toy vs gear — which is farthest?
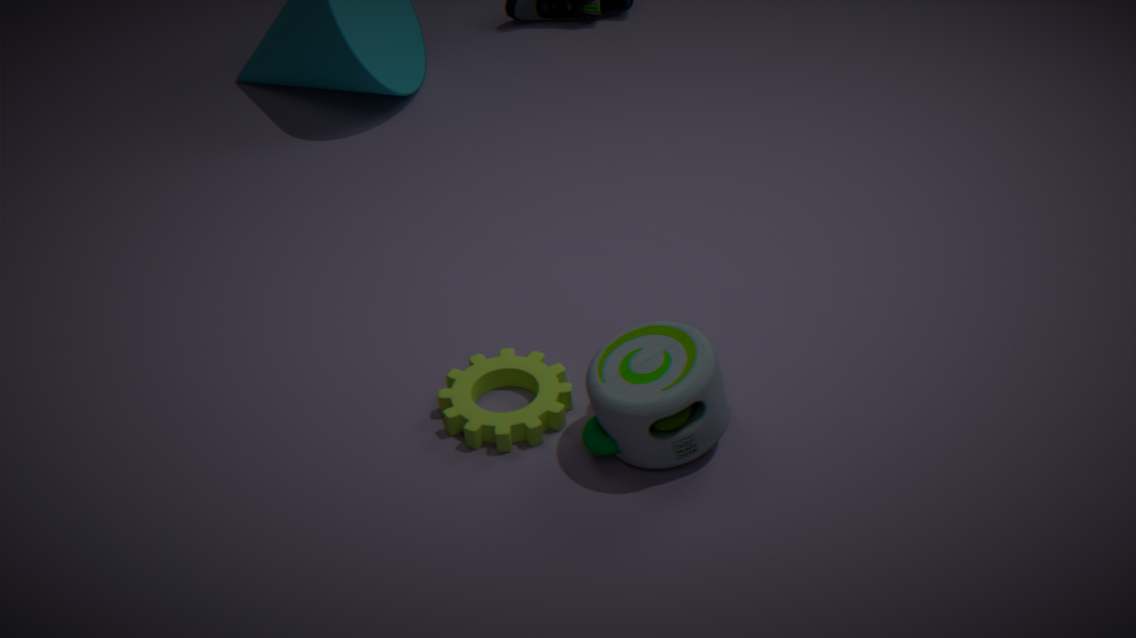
gear
